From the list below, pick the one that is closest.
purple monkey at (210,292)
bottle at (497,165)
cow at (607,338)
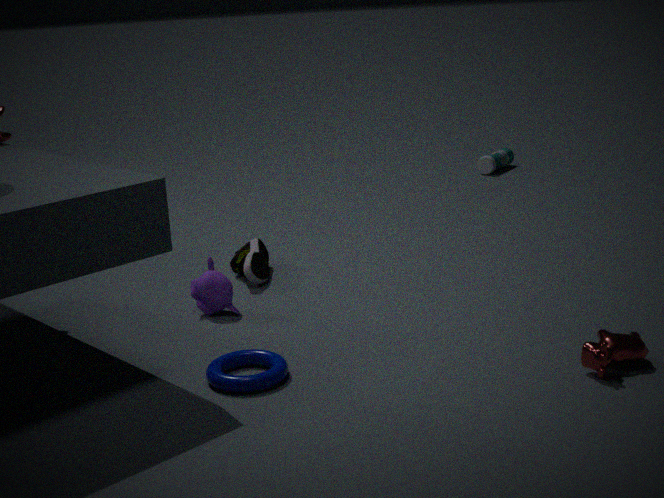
cow at (607,338)
